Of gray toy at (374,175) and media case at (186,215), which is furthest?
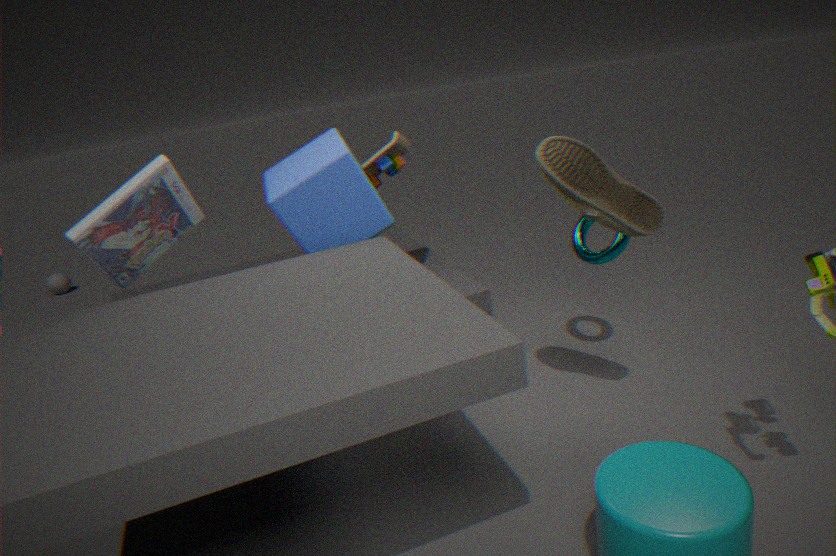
gray toy at (374,175)
